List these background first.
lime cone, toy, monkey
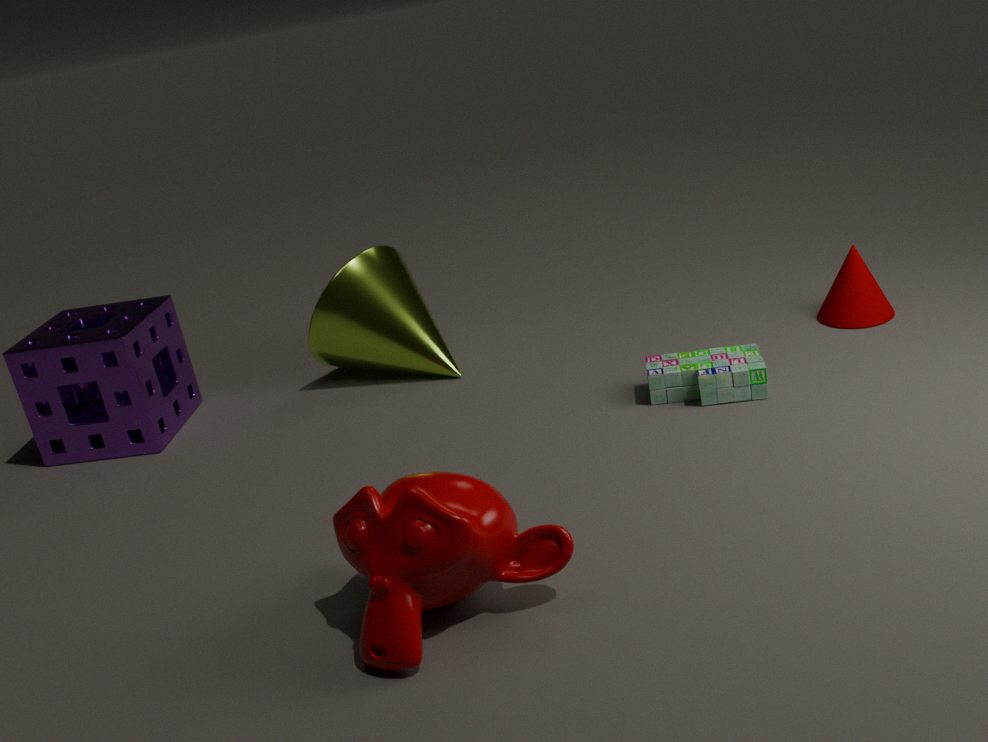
lime cone → toy → monkey
